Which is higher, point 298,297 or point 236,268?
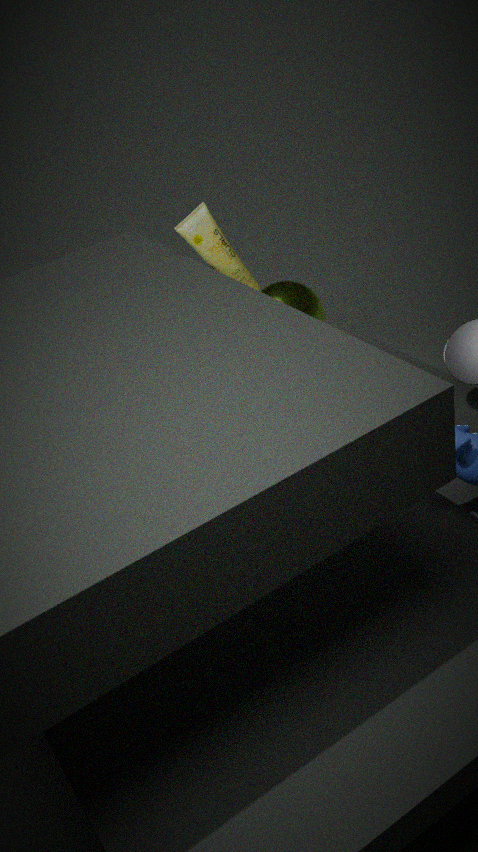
point 236,268
